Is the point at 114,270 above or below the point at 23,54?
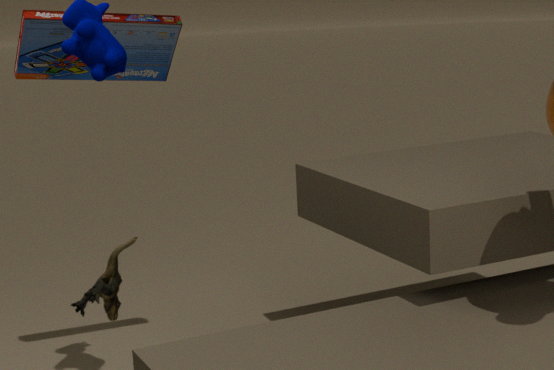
below
